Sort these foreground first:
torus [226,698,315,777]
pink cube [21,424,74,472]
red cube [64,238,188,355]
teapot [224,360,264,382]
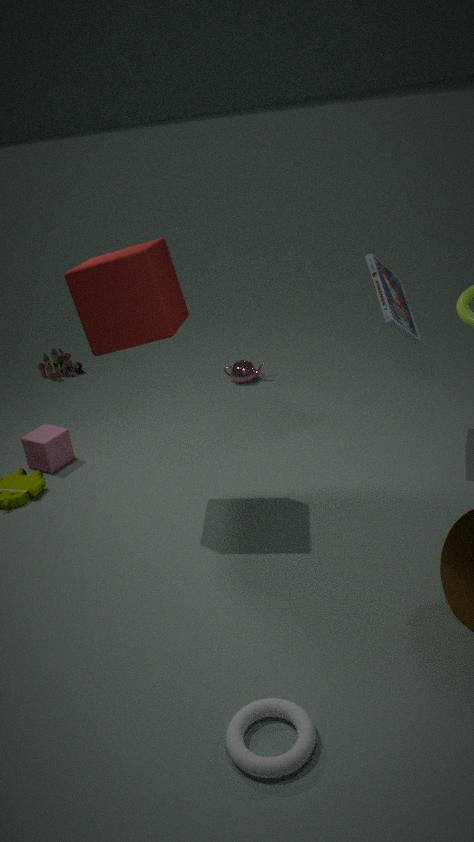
torus [226,698,315,777]
red cube [64,238,188,355]
pink cube [21,424,74,472]
teapot [224,360,264,382]
